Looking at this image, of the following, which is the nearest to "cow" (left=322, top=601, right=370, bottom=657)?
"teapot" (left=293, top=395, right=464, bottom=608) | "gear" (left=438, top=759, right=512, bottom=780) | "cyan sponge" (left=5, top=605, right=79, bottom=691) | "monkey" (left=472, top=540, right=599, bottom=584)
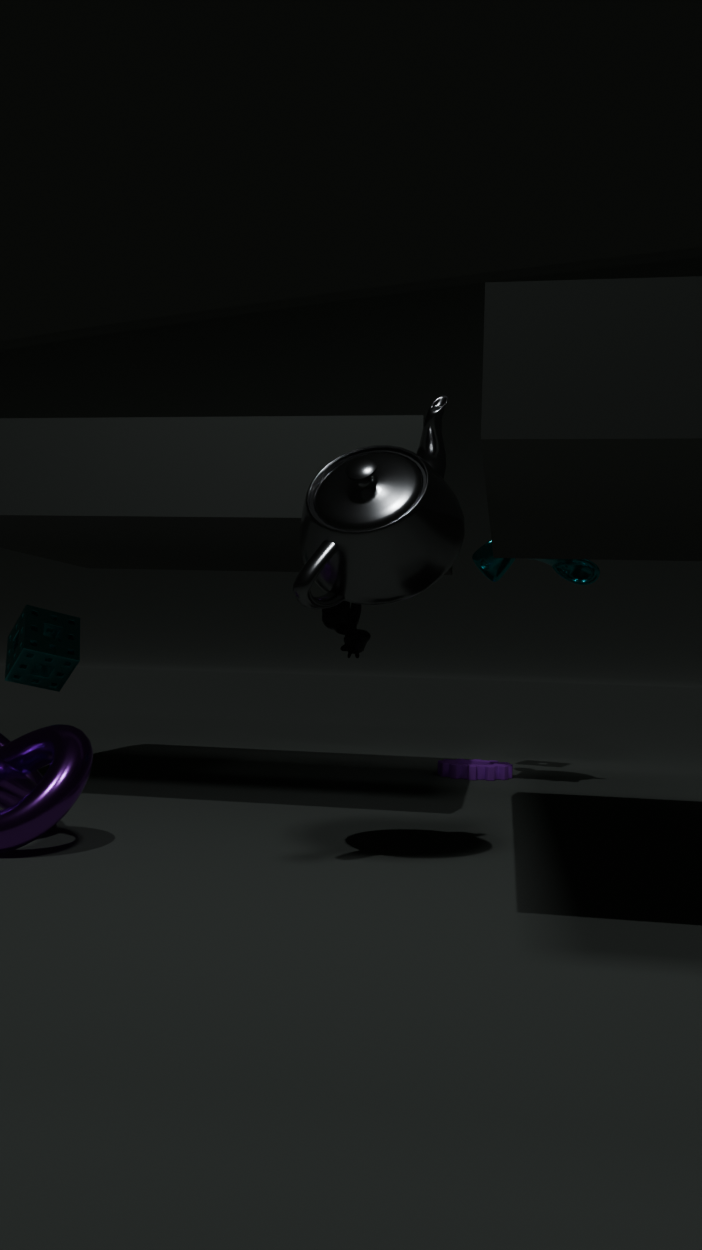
"gear" (left=438, top=759, right=512, bottom=780)
